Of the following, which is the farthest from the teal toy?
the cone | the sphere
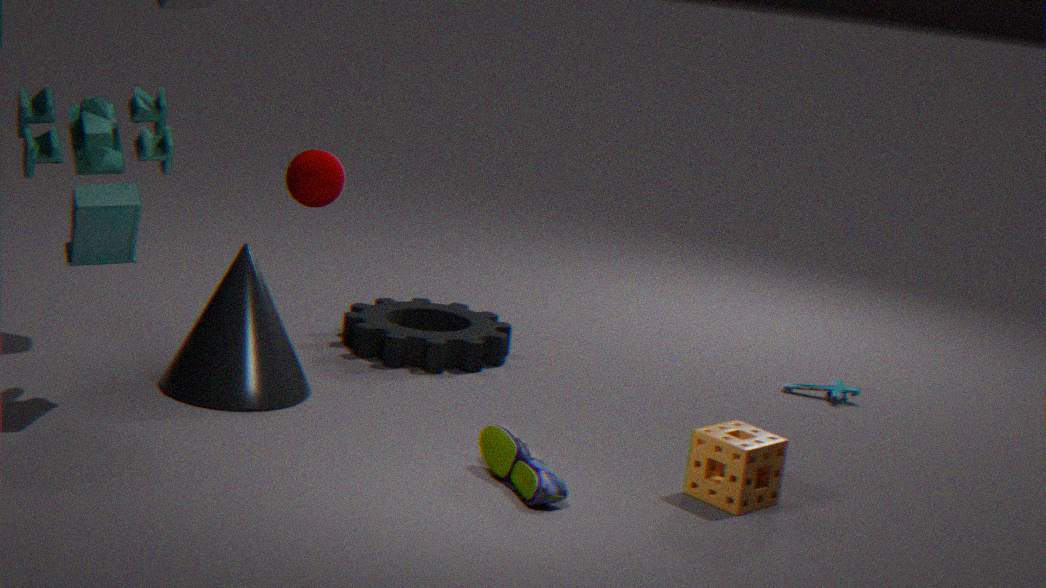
the sphere
